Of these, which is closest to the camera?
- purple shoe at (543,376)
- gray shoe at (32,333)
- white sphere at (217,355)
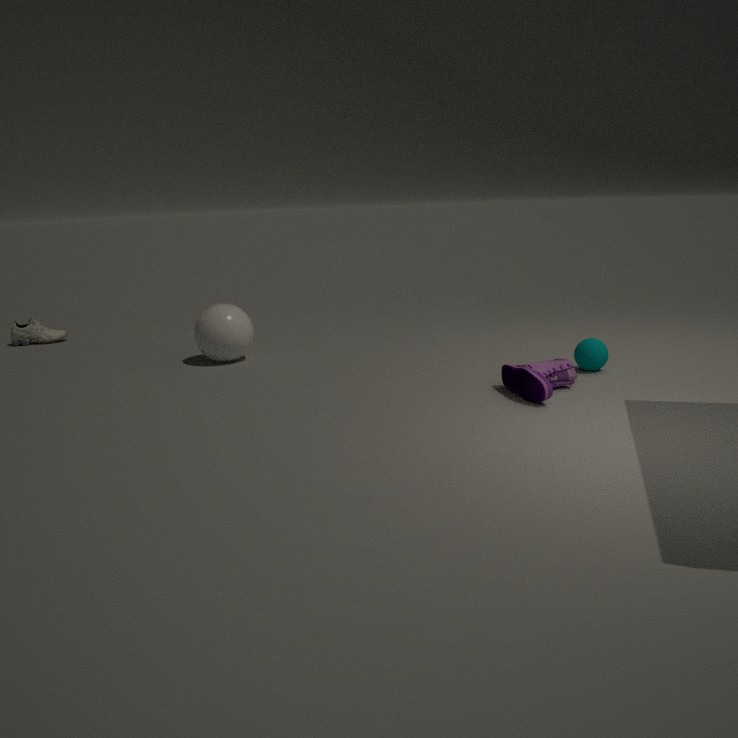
purple shoe at (543,376)
